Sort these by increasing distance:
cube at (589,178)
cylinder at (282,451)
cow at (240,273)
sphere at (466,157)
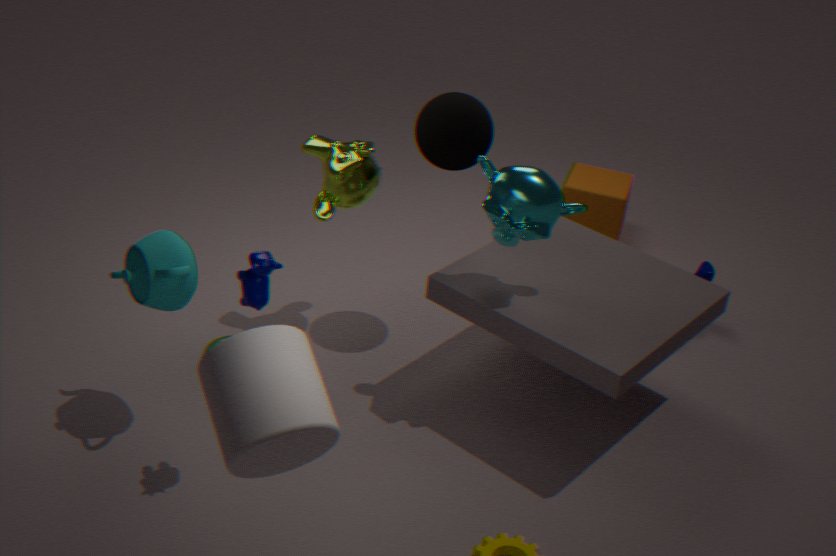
1. cylinder at (282,451)
2. cow at (240,273)
3. sphere at (466,157)
4. cube at (589,178)
